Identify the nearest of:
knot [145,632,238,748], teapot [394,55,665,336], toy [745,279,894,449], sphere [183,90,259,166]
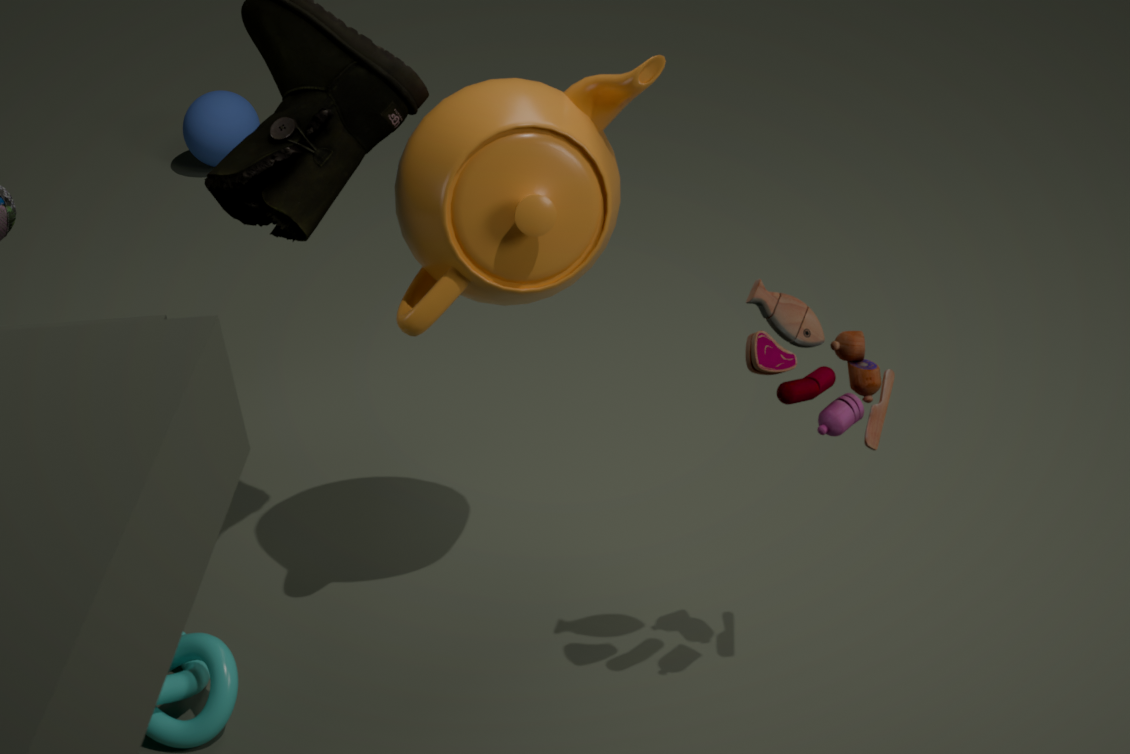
toy [745,279,894,449]
